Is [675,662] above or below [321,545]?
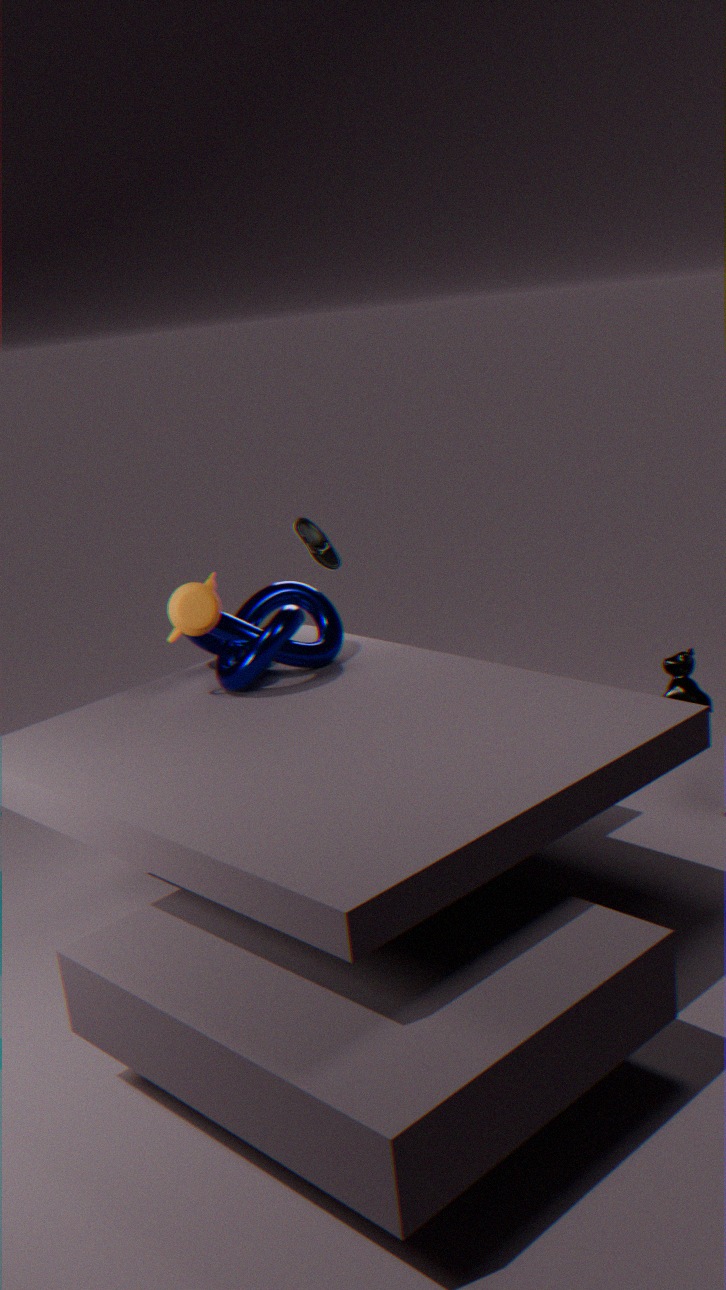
below
